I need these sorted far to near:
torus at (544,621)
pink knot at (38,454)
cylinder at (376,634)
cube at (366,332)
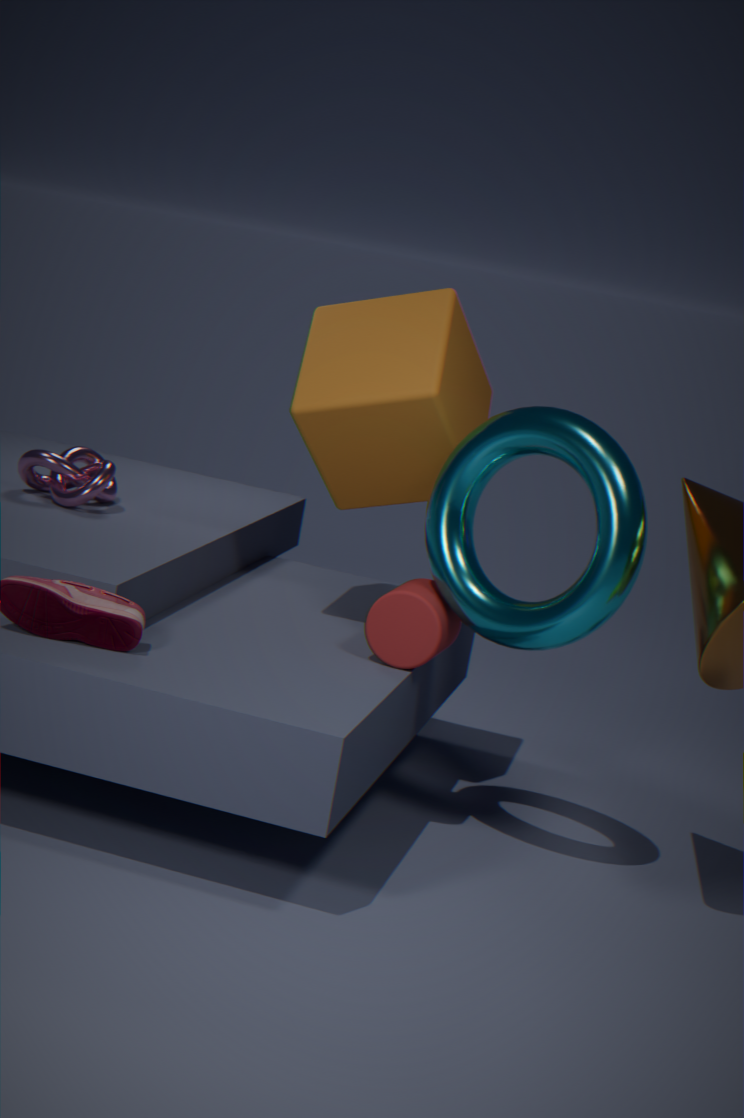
pink knot at (38,454), cube at (366,332), cylinder at (376,634), torus at (544,621)
